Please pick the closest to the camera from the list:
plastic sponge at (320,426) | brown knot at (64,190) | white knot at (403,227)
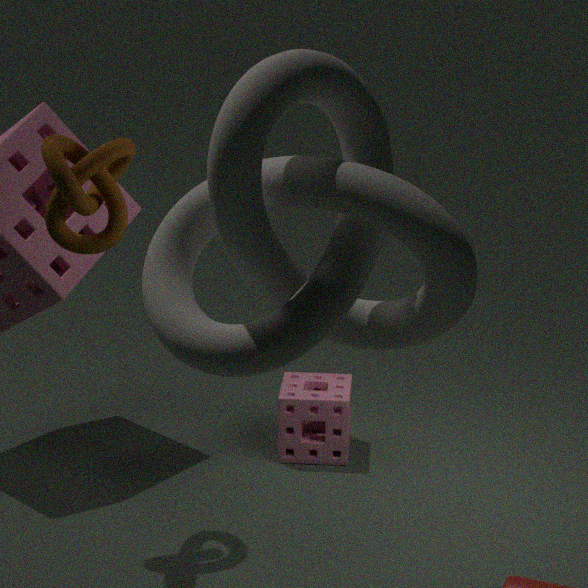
white knot at (403,227)
